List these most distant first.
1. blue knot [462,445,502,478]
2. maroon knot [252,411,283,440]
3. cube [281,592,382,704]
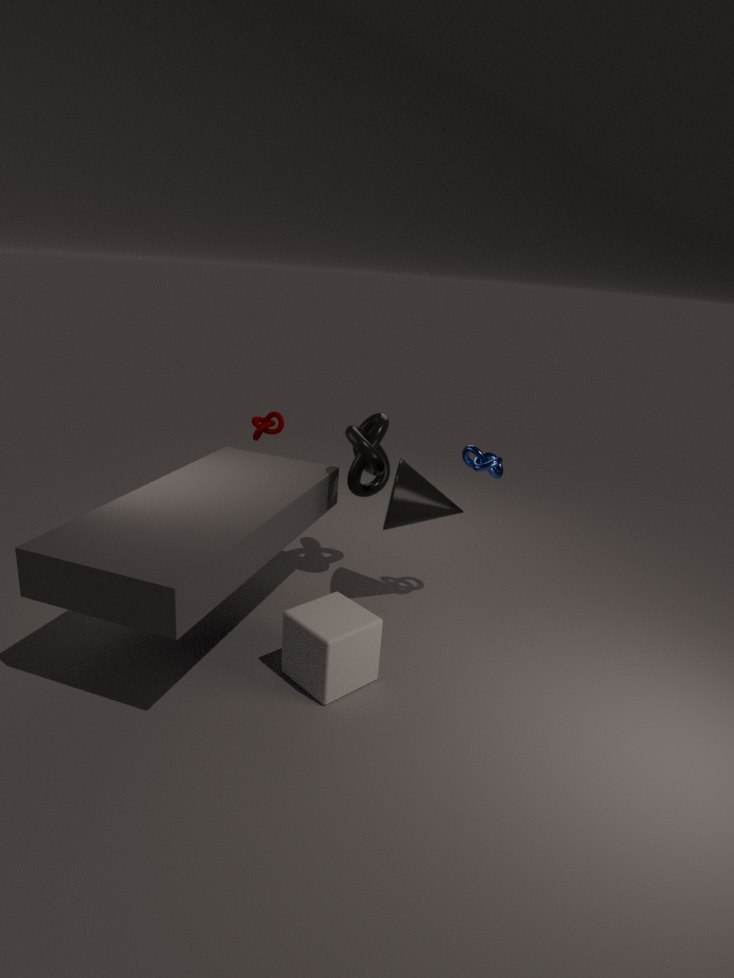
1. maroon knot [252,411,283,440]
2. blue knot [462,445,502,478]
3. cube [281,592,382,704]
